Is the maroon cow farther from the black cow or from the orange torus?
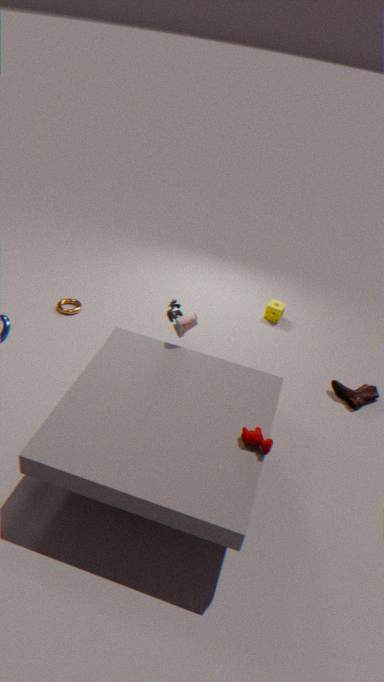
the orange torus
